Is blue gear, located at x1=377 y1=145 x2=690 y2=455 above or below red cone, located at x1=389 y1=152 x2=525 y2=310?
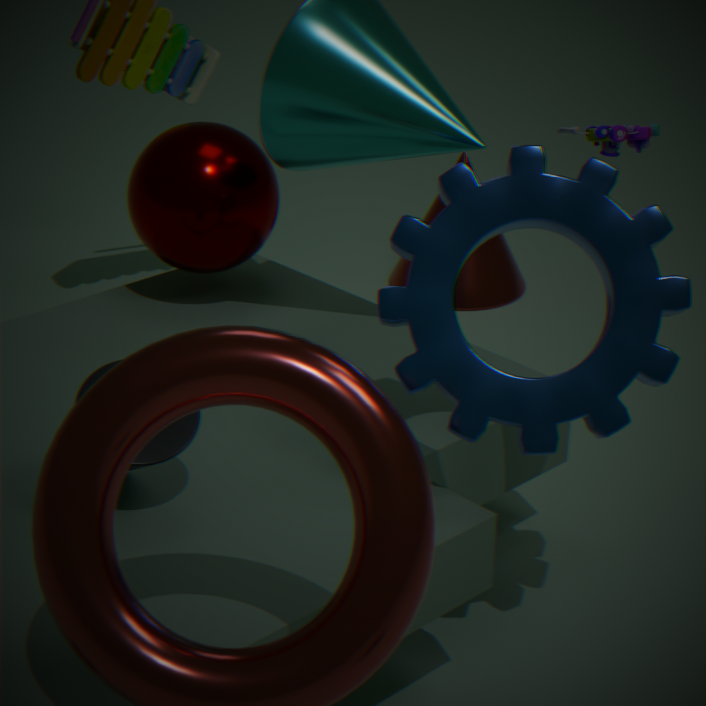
above
